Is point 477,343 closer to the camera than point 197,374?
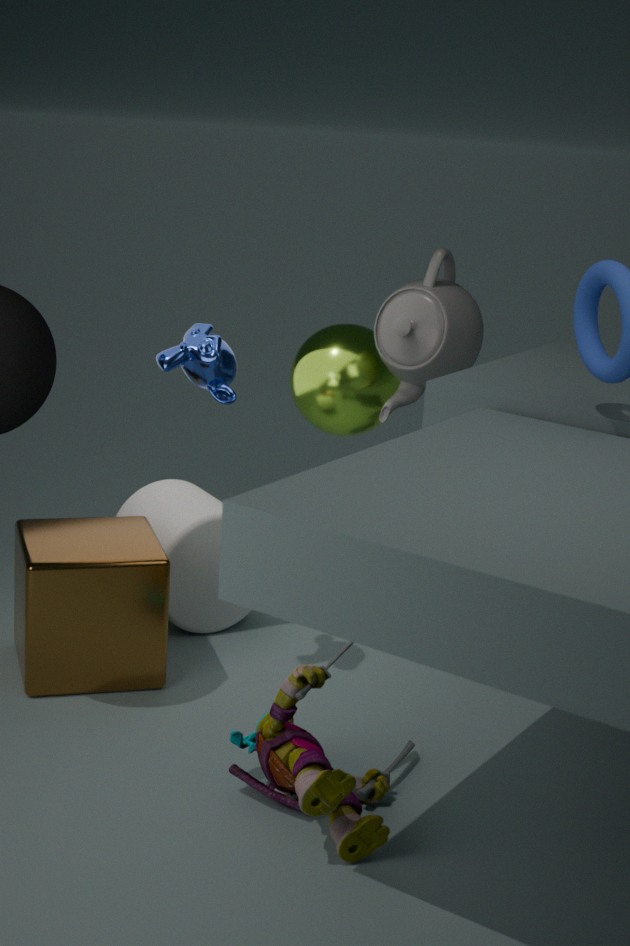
No
